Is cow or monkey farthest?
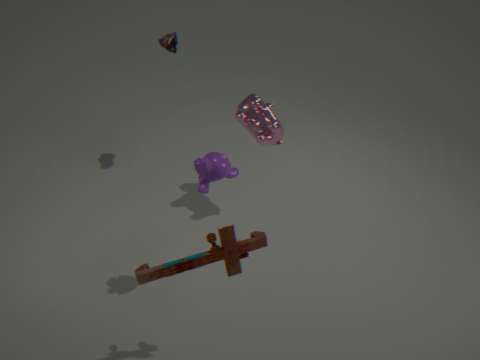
cow
